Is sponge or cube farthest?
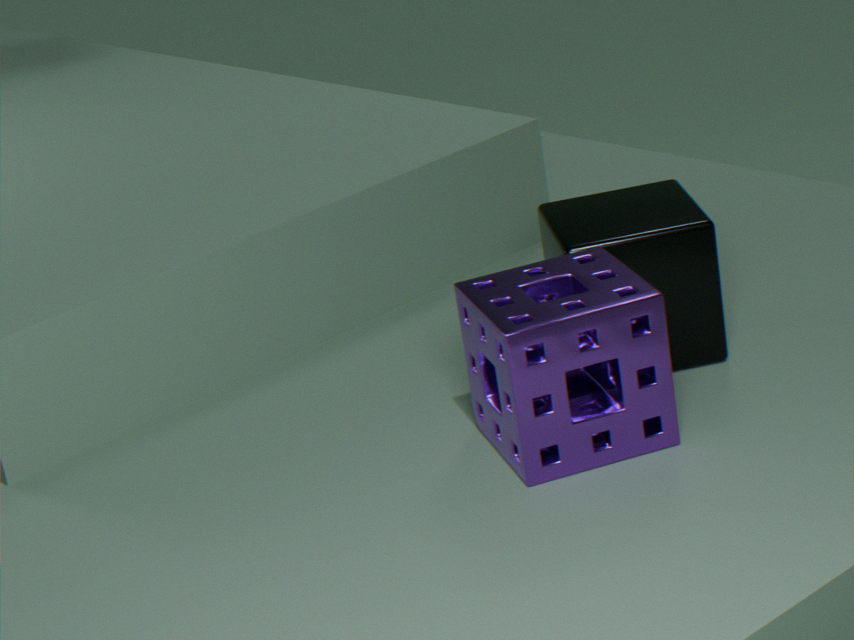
cube
